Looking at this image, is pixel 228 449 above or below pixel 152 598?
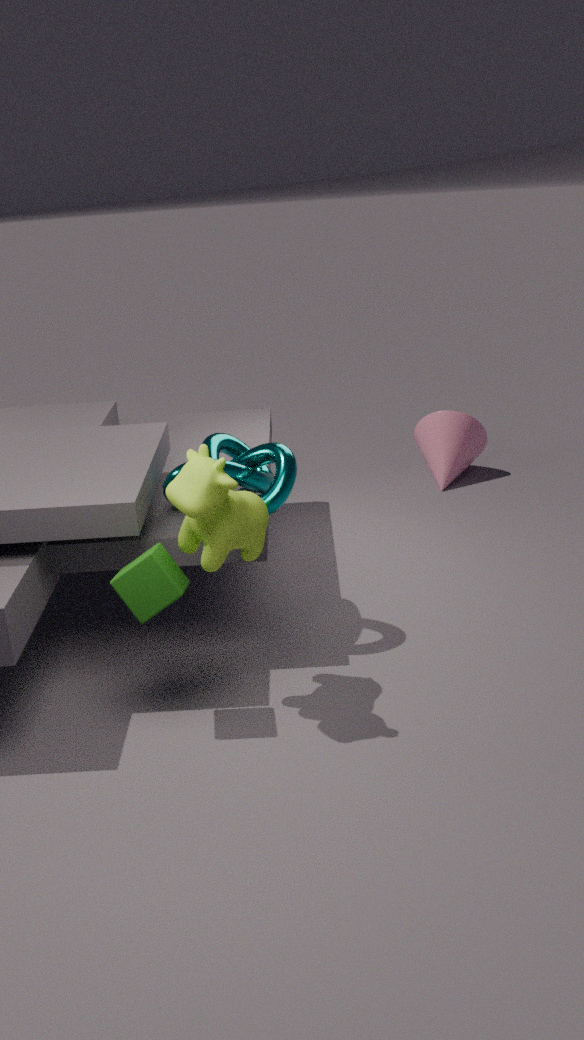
above
